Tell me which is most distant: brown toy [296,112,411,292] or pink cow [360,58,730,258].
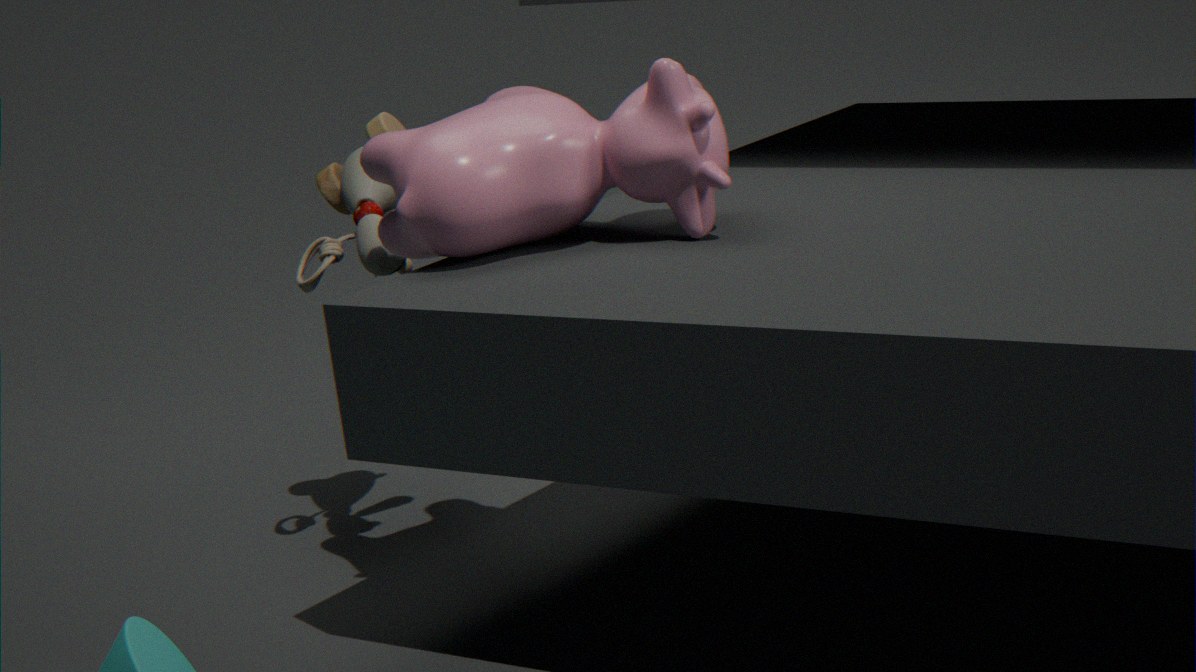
brown toy [296,112,411,292]
